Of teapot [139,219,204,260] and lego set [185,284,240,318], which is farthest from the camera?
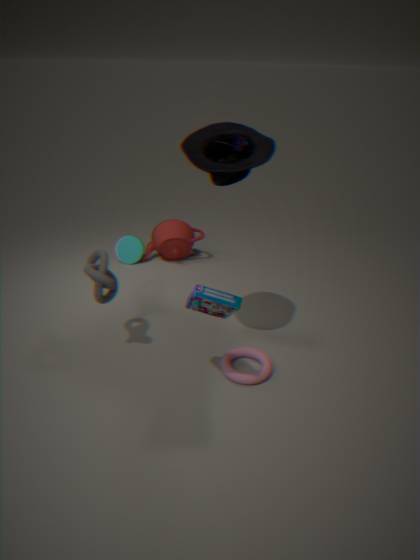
teapot [139,219,204,260]
